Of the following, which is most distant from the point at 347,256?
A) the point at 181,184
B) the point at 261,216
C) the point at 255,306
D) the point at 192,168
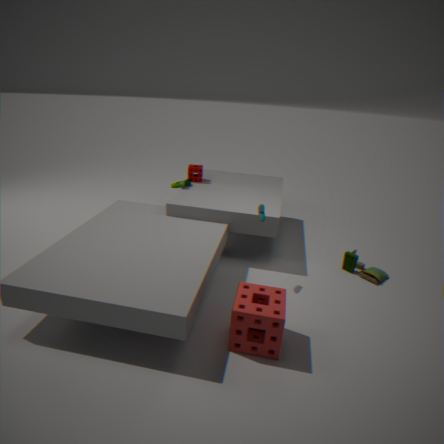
the point at 192,168
